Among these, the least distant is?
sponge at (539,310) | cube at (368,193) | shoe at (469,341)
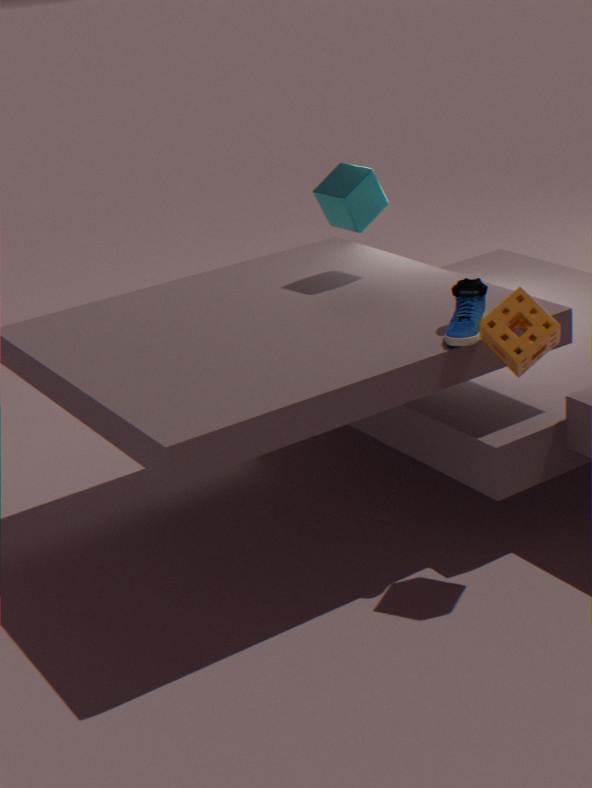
sponge at (539,310)
